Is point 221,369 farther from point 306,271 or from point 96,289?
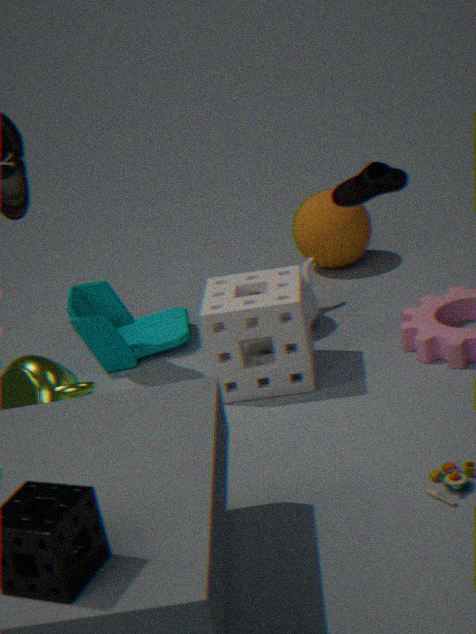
point 96,289
